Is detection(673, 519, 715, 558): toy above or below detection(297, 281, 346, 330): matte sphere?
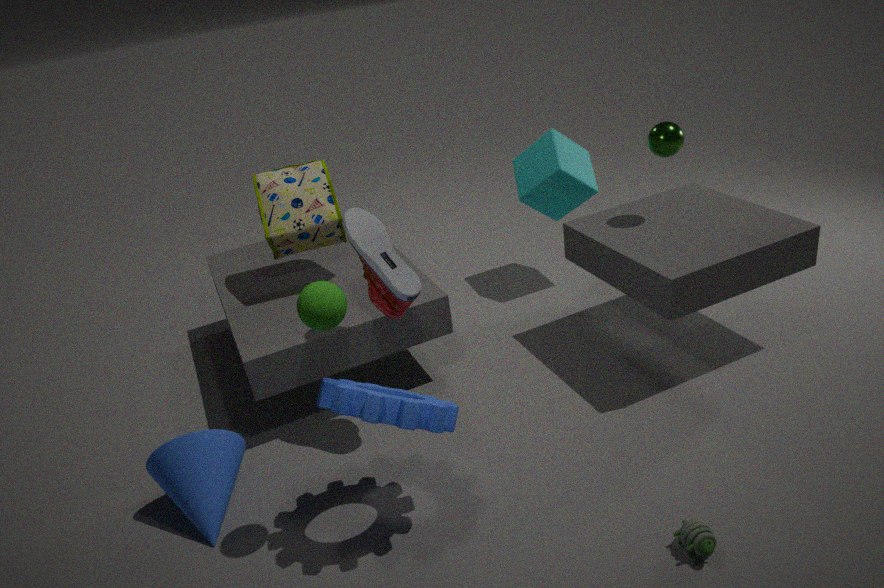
below
